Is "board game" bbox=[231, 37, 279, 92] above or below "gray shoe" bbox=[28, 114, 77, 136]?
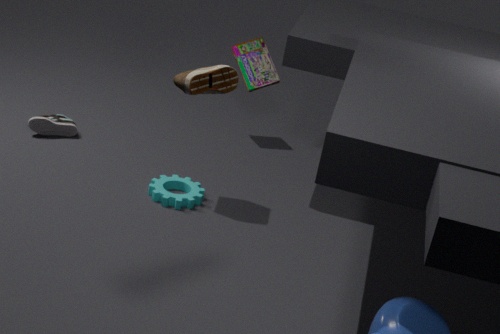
above
